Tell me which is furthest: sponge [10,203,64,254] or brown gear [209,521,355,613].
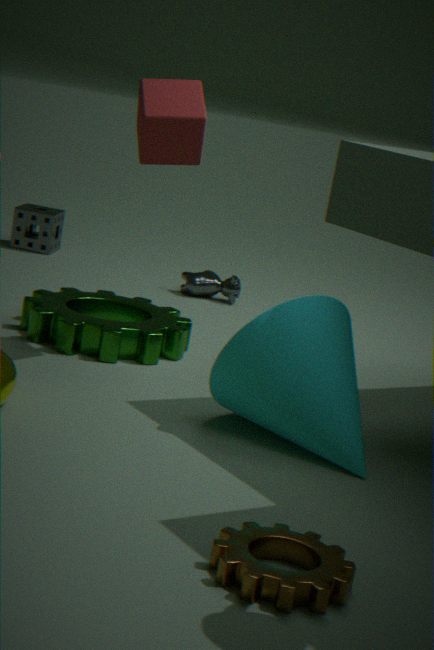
sponge [10,203,64,254]
